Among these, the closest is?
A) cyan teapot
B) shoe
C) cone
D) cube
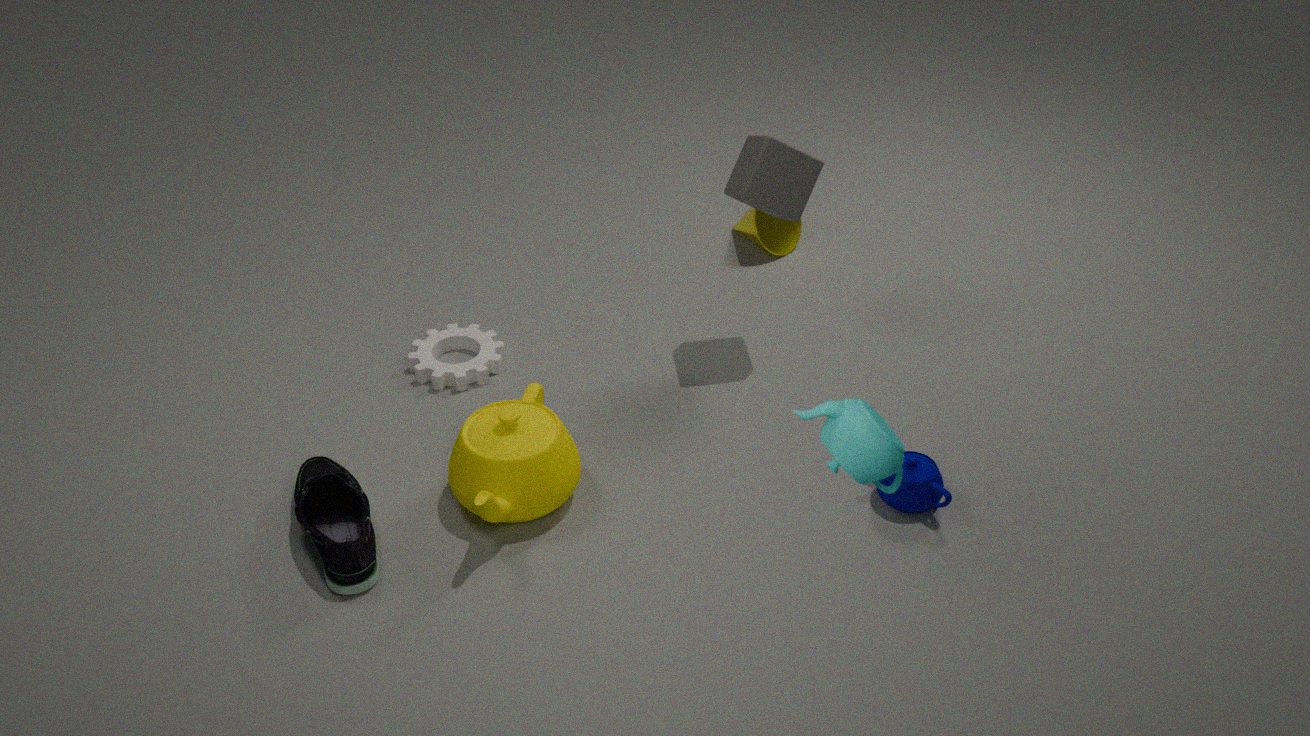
cyan teapot
